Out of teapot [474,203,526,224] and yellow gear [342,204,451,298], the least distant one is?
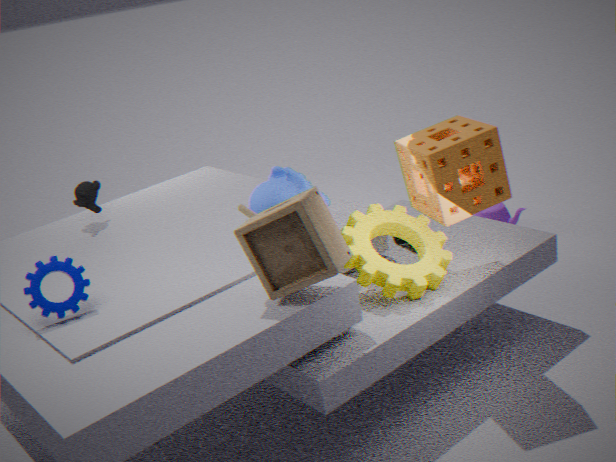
yellow gear [342,204,451,298]
